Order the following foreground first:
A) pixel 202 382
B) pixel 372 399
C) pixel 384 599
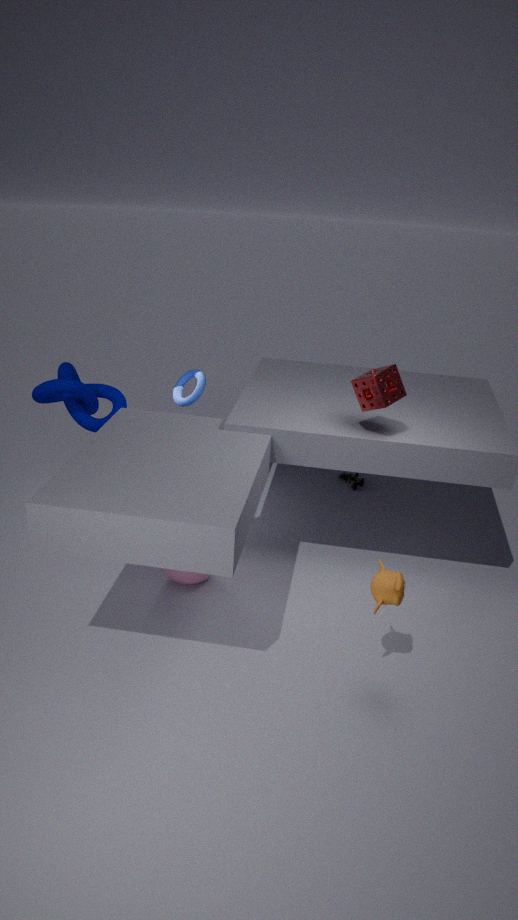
pixel 384 599 → pixel 372 399 → pixel 202 382
